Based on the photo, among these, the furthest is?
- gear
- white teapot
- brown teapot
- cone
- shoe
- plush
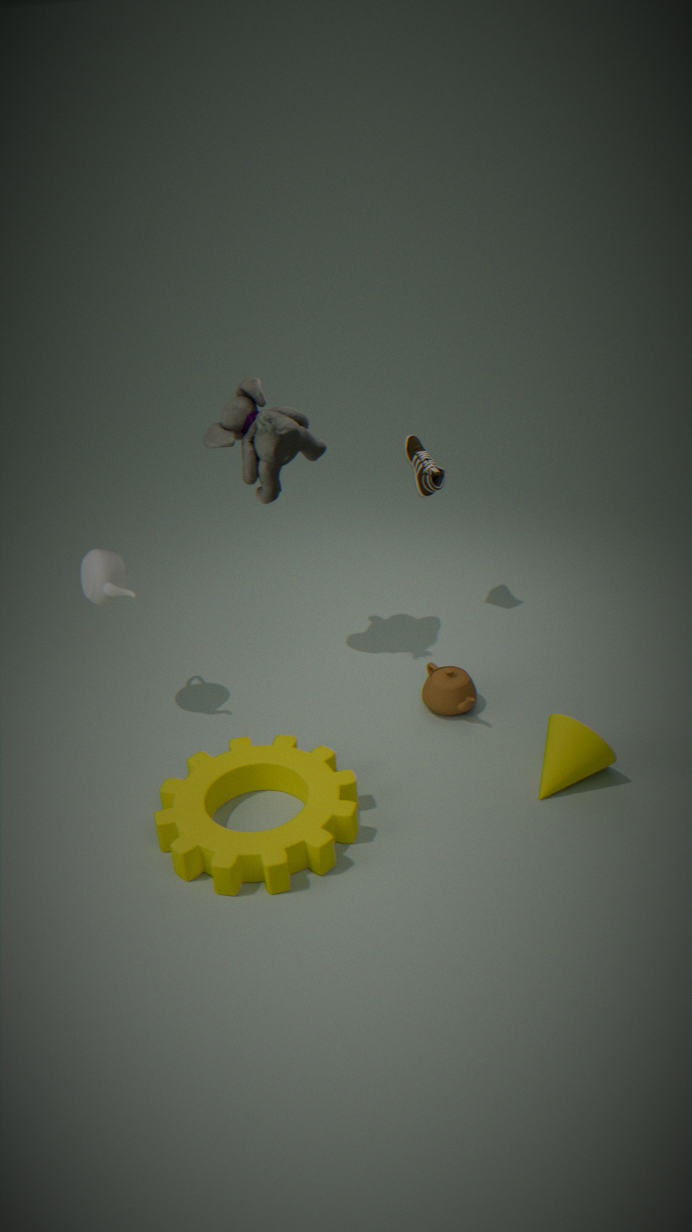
shoe
